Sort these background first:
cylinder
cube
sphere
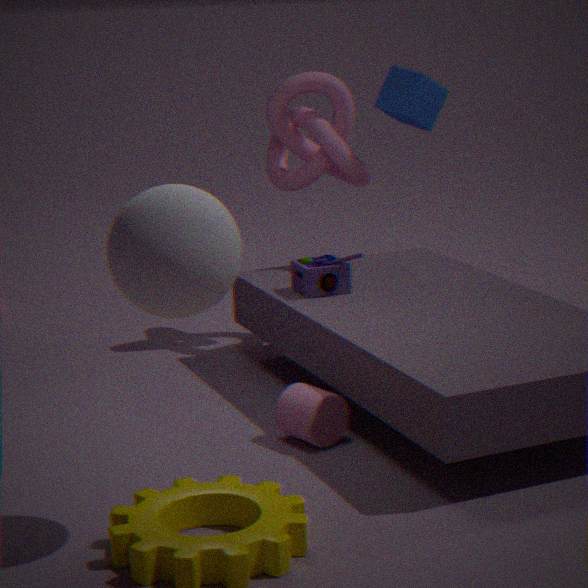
cube
cylinder
sphere
